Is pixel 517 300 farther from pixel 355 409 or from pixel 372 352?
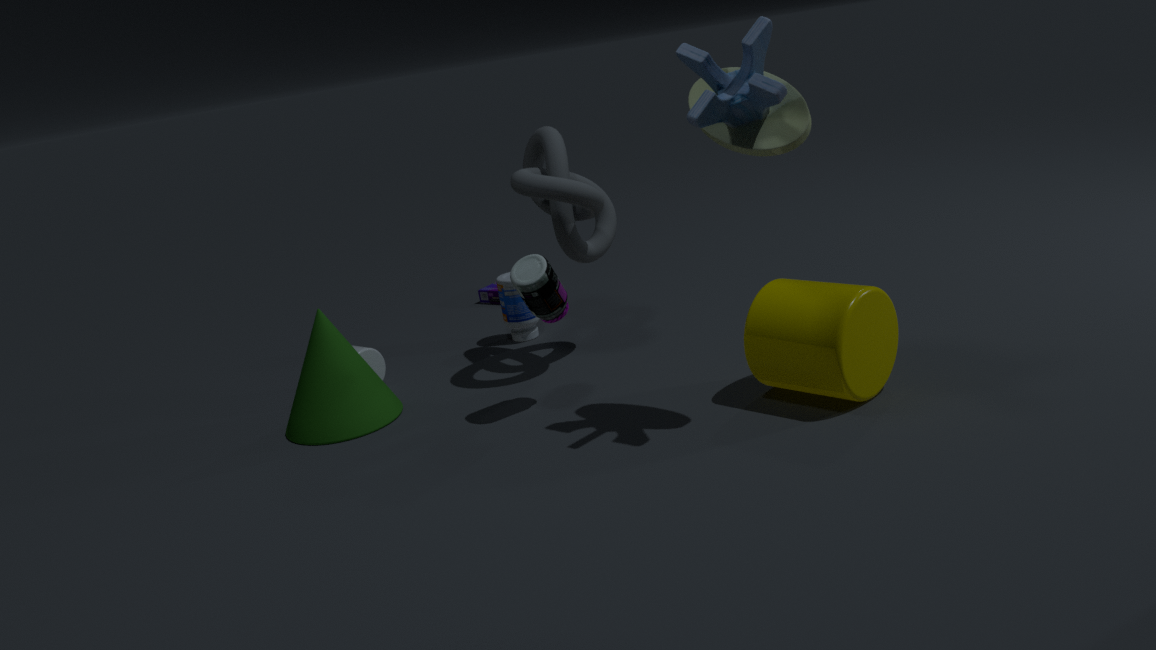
pixel 355 409
